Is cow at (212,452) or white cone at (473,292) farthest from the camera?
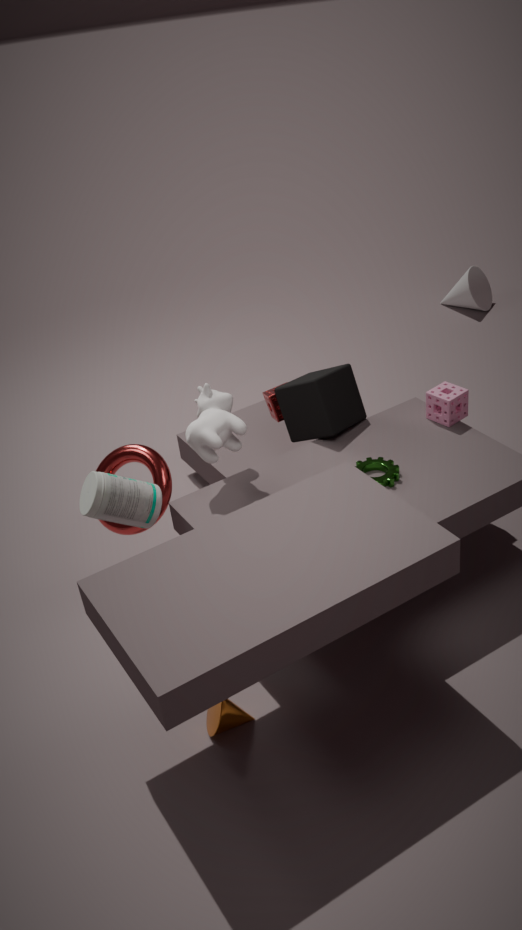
white cone at (473,292)
